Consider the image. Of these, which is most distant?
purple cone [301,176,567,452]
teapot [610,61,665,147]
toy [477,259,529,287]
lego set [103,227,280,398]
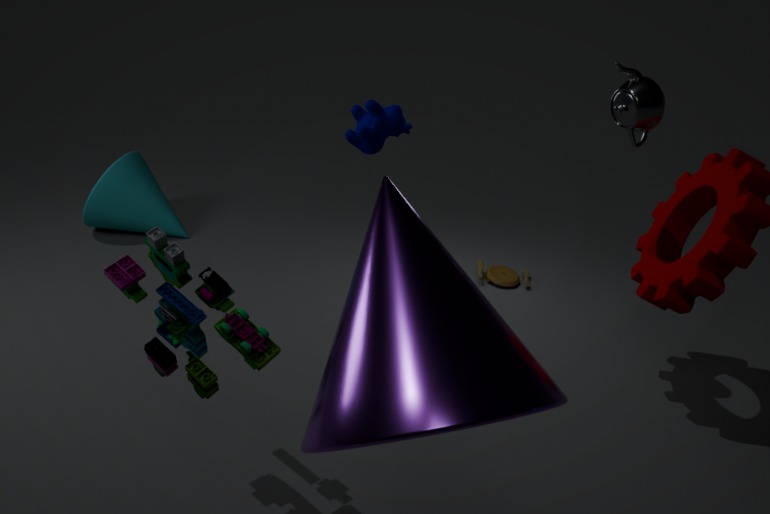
toy [477,259,529,287]
